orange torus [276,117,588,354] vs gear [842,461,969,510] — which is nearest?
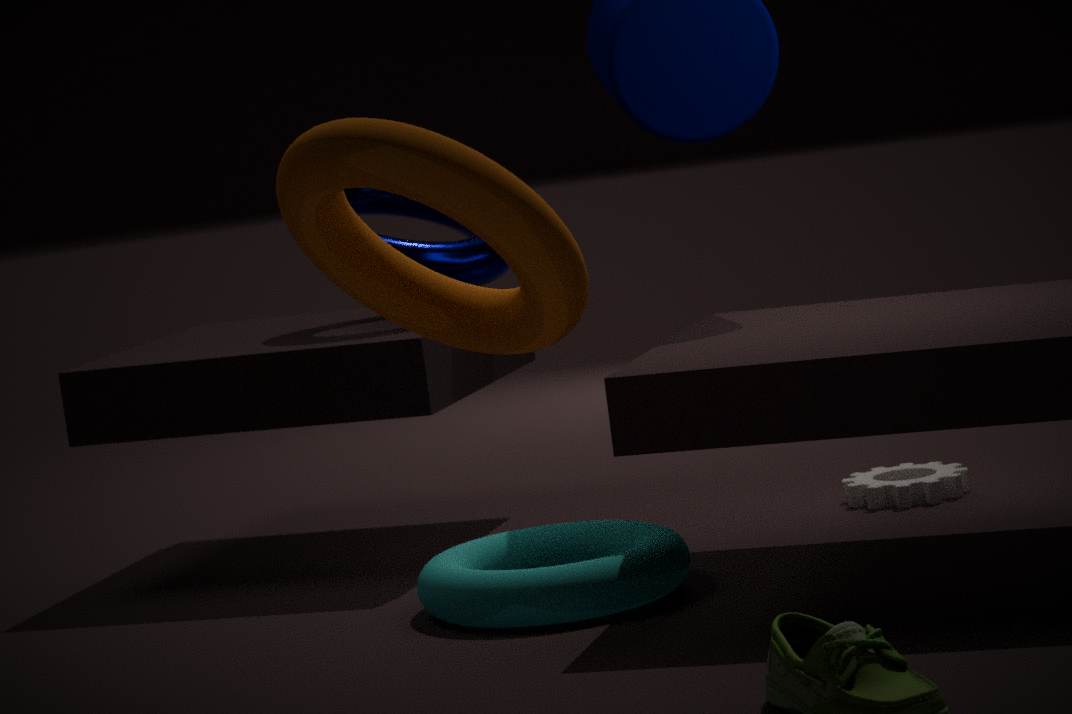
orange torus [276,117,588,354]
